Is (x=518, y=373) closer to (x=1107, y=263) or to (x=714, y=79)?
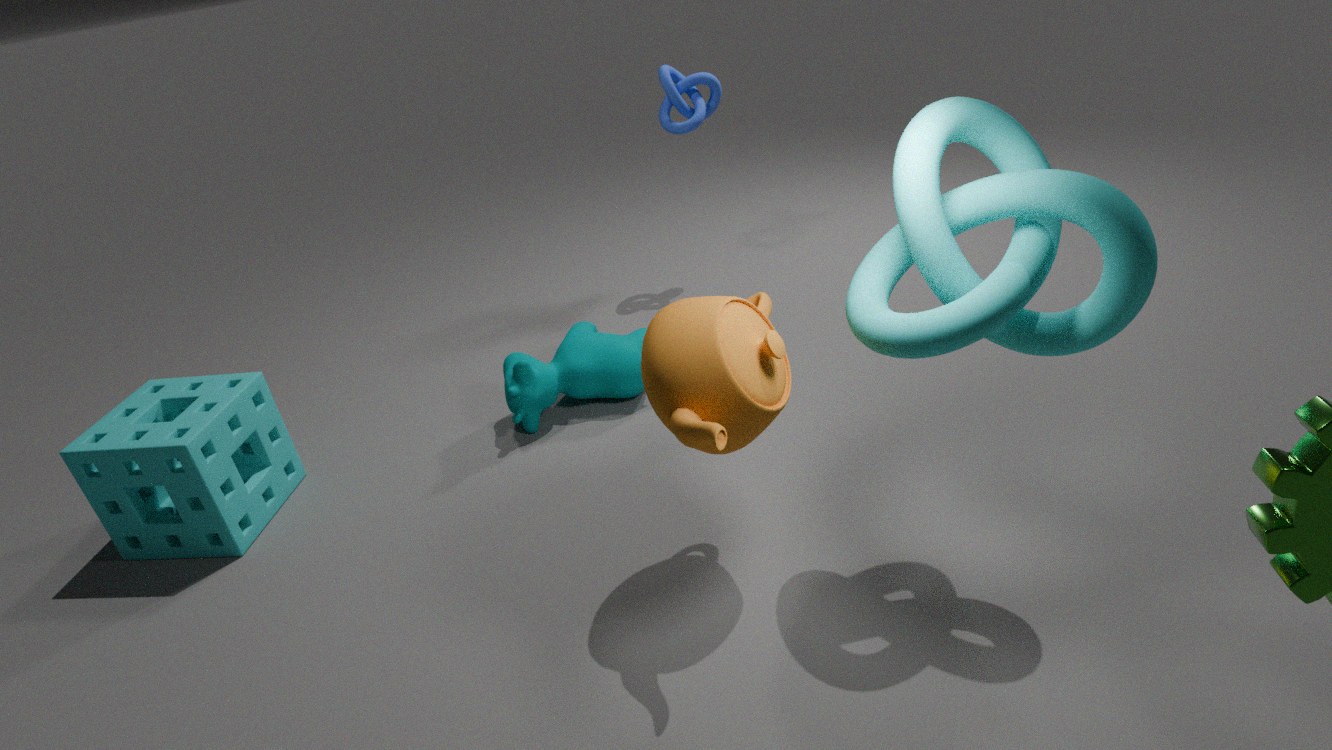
(x=714, y=79)
